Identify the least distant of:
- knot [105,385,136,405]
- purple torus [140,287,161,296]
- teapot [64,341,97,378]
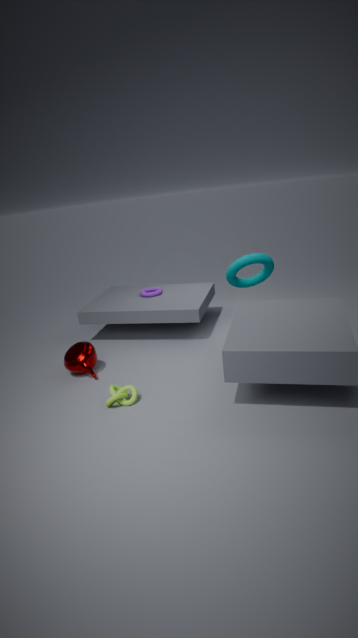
knot [105,385,136,405]
